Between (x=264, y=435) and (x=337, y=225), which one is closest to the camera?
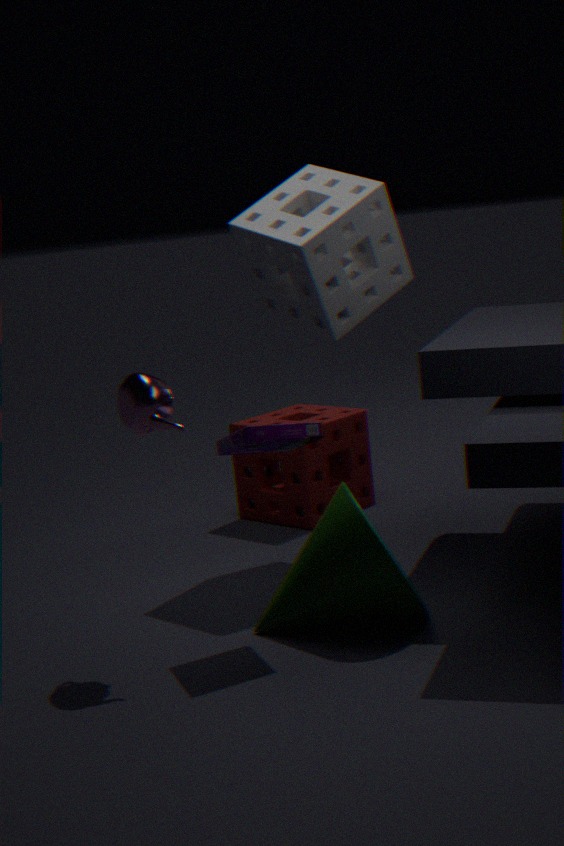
(x=264, y=435)
